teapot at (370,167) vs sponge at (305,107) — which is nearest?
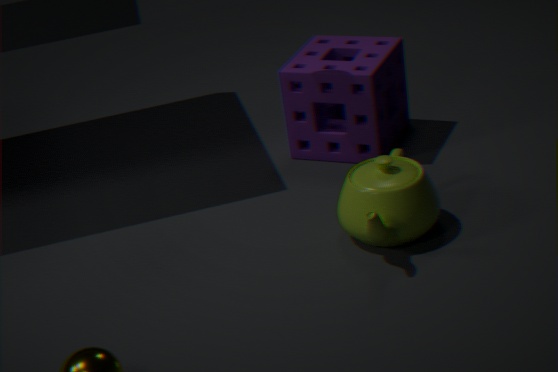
teapot at (370,167)
